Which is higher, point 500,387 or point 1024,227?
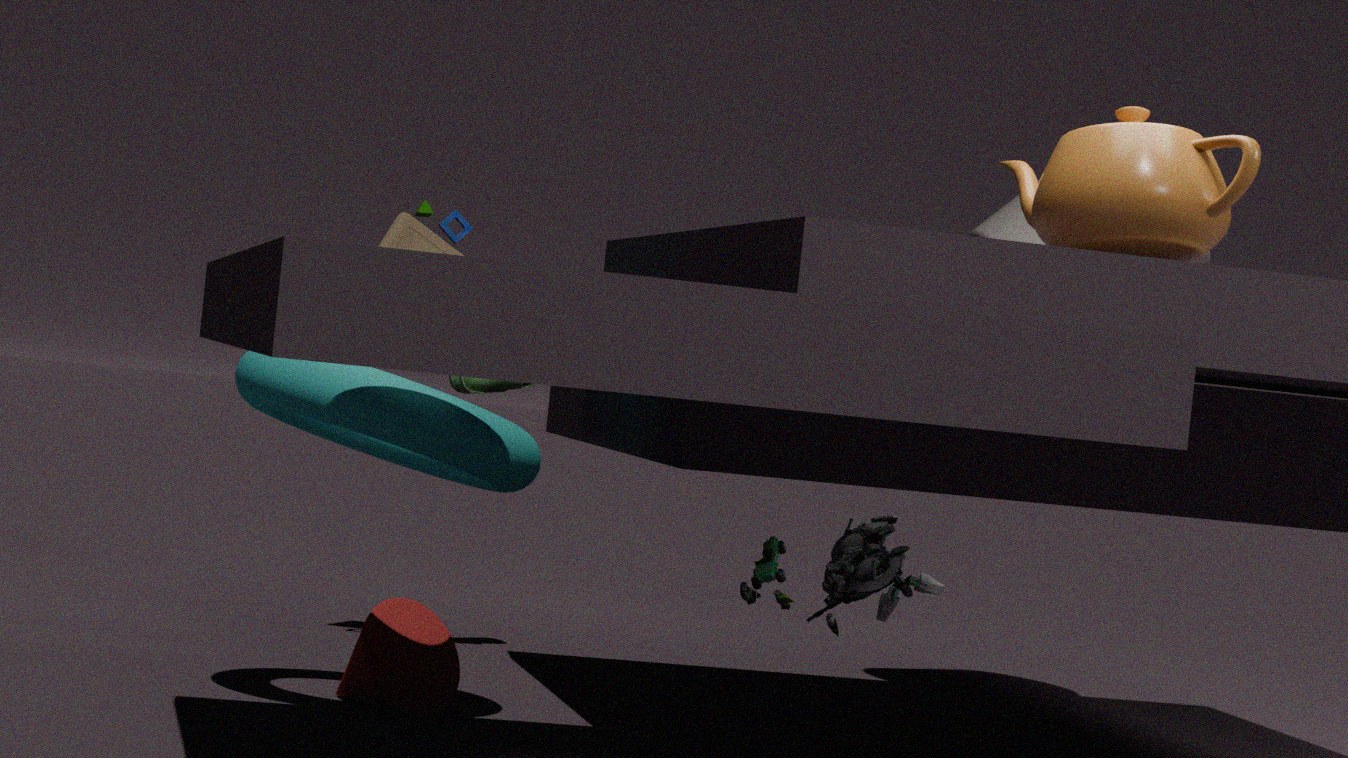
point 1024,227
